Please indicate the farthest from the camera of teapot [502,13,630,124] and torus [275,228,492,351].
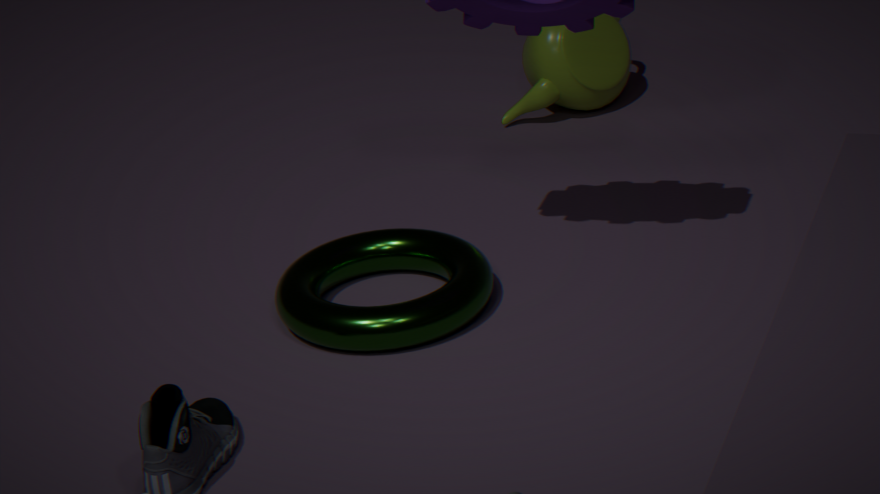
teapot [502,13,630,124]
